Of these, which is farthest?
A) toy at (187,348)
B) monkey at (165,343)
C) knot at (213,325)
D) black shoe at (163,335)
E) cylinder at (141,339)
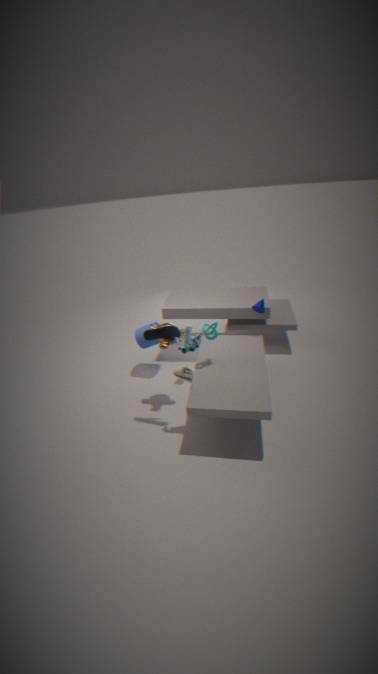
cylinder at (141,339)
